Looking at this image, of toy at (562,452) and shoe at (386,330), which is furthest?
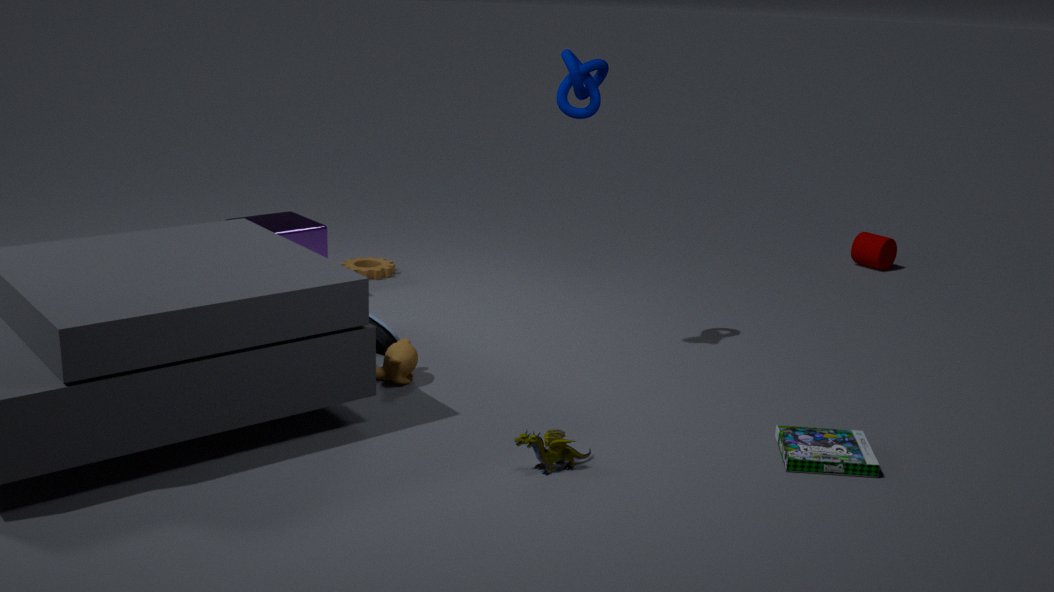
shoe at (386,330)
